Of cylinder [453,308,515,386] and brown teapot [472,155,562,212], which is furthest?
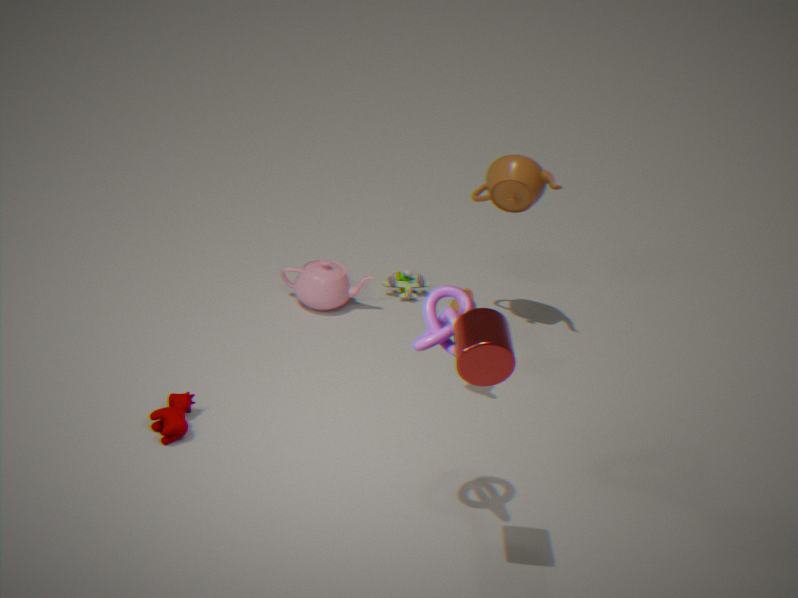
brown teapot [472,155,562,212]
